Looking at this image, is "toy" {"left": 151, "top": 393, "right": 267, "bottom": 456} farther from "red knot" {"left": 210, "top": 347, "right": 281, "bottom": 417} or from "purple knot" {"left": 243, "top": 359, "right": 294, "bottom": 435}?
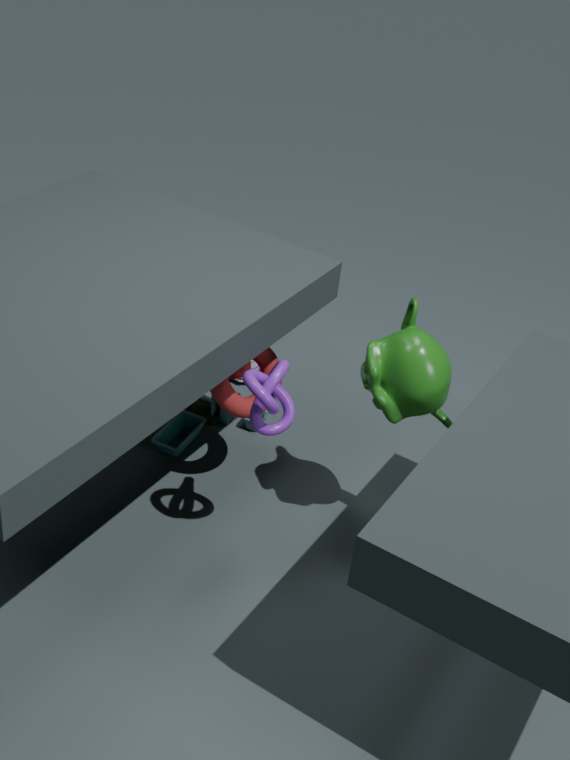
"purple knot" {"left": 243, "top": 359, "right": 294, "bottom": 435}
